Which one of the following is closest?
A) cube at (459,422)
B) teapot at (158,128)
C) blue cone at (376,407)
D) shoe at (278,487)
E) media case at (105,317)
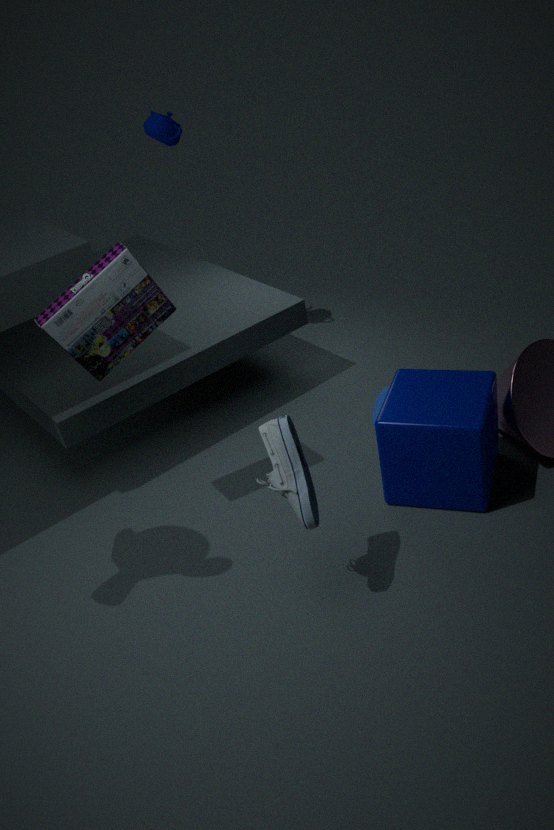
shoe at (278,487)
